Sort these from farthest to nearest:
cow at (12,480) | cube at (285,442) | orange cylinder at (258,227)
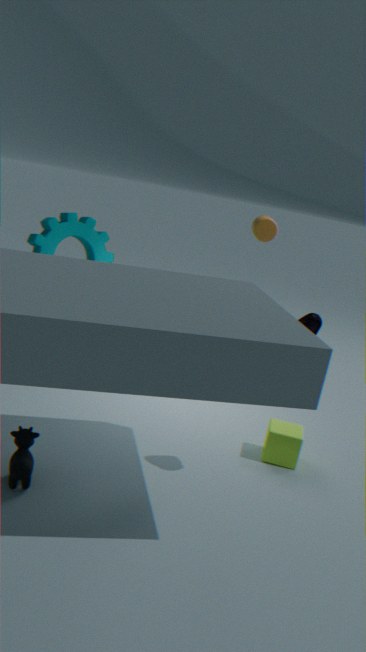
orange cylinder at (258,227) < cube at (285,442) < cow at (12,480)
